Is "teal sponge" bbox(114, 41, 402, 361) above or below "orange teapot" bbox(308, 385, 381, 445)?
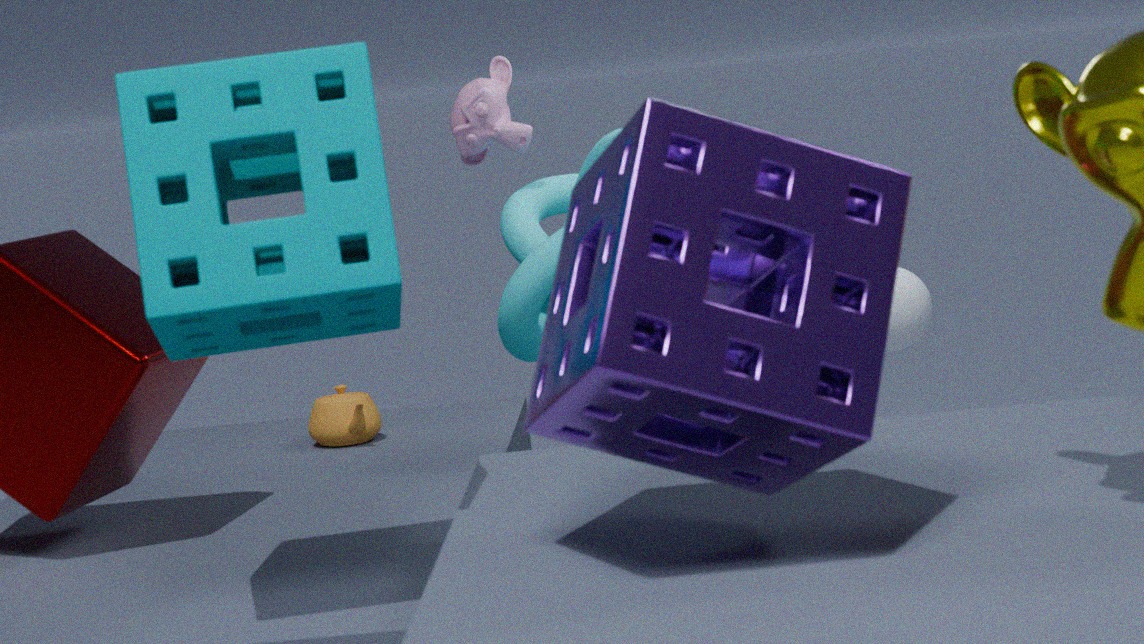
above
